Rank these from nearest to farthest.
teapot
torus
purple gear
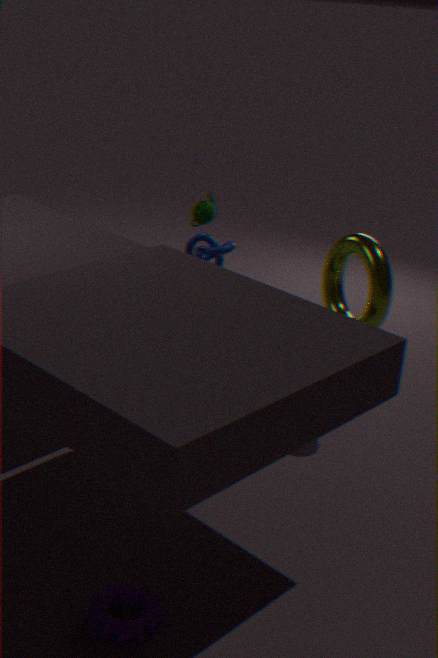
purple gear, torus, teapot
